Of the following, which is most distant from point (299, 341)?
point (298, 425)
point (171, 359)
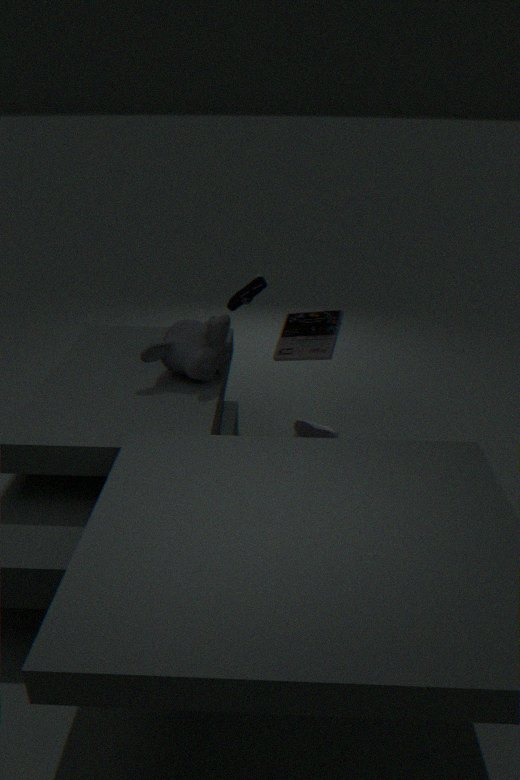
point (171, 359)
